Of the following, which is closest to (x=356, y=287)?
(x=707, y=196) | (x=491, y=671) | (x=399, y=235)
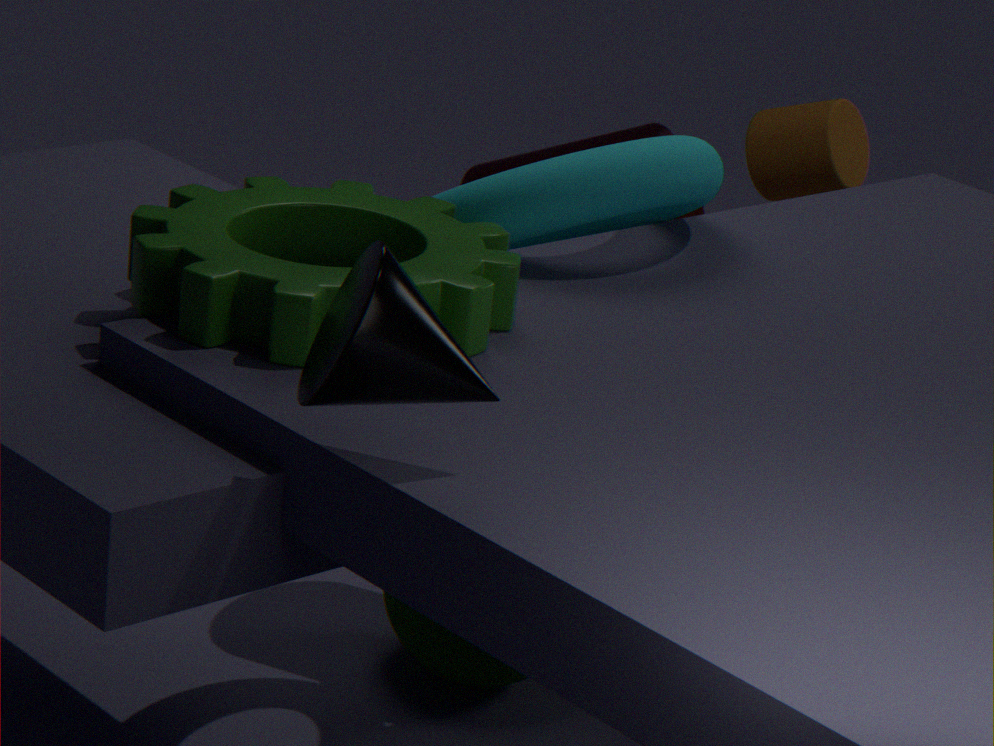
(x=399, y=235)
